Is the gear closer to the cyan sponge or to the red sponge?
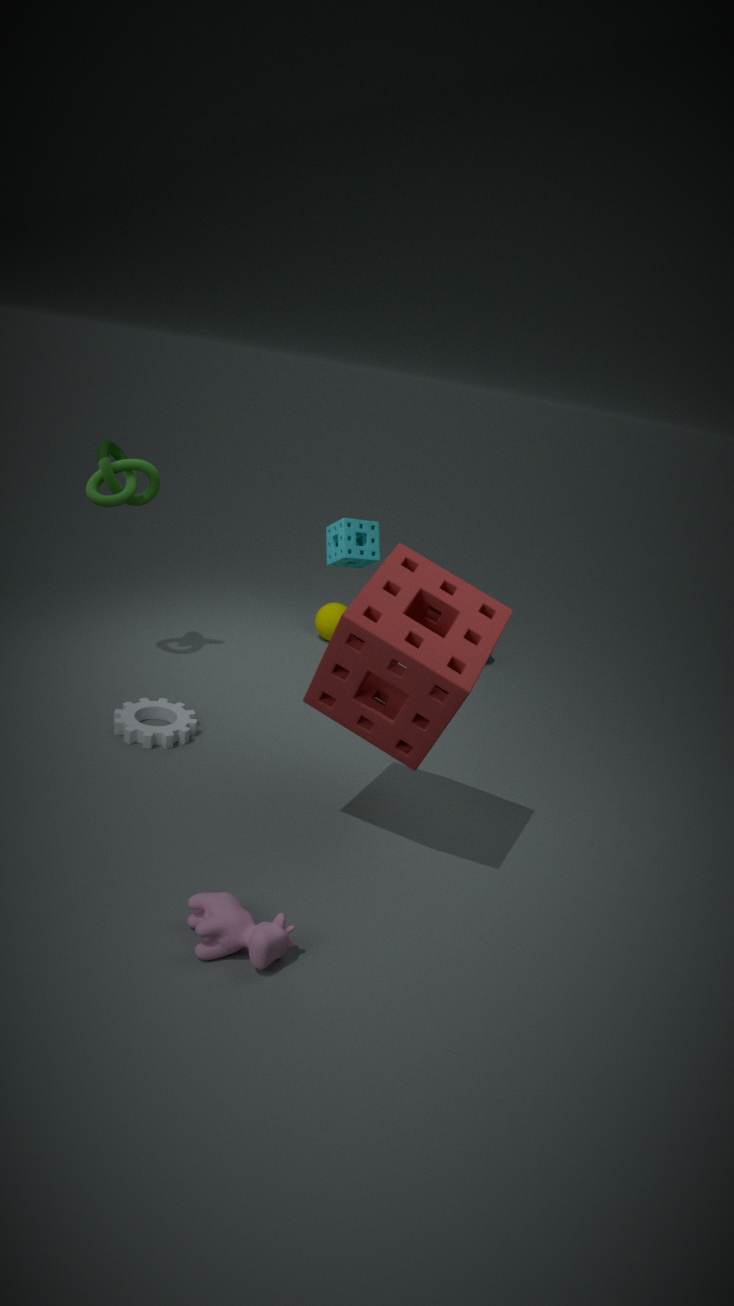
the red sponge
